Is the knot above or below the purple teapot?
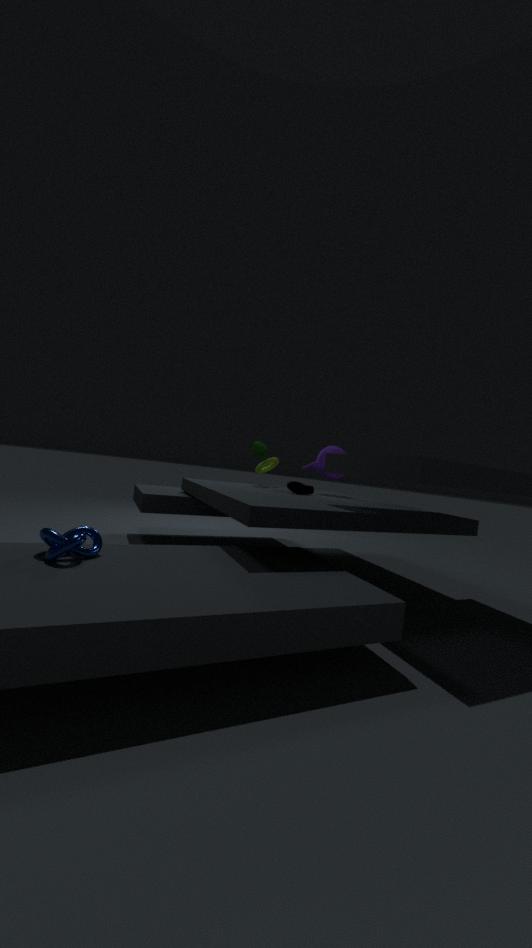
below
